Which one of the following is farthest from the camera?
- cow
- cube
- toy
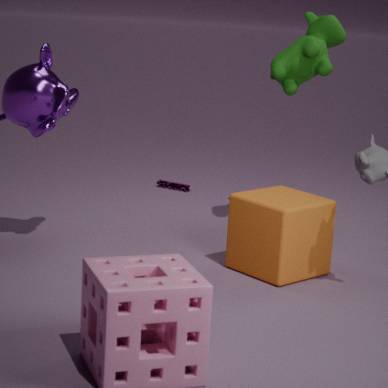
toy
